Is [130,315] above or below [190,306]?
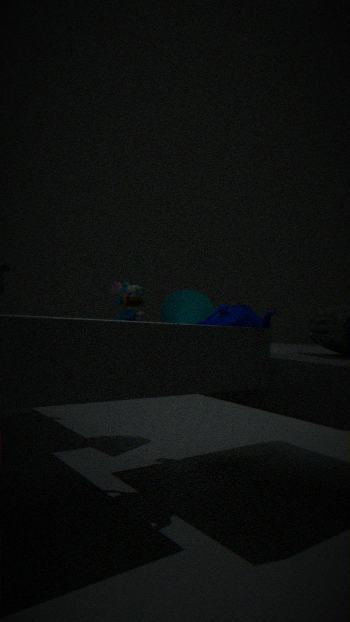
above
